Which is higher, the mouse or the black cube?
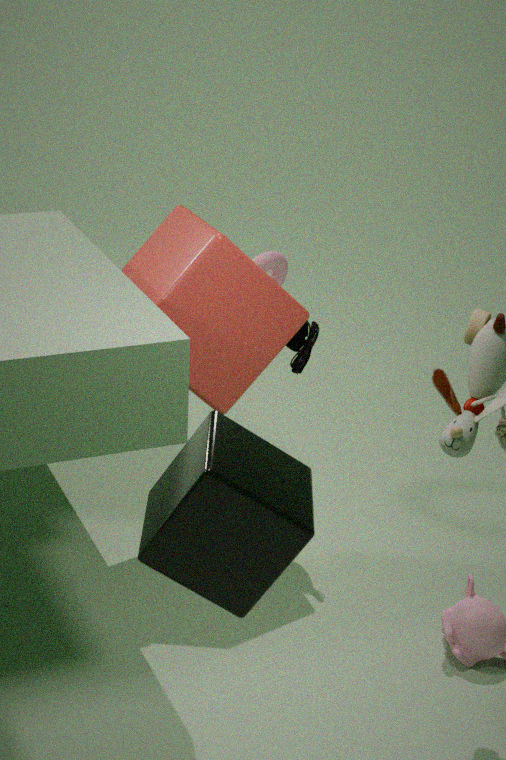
the black cube
